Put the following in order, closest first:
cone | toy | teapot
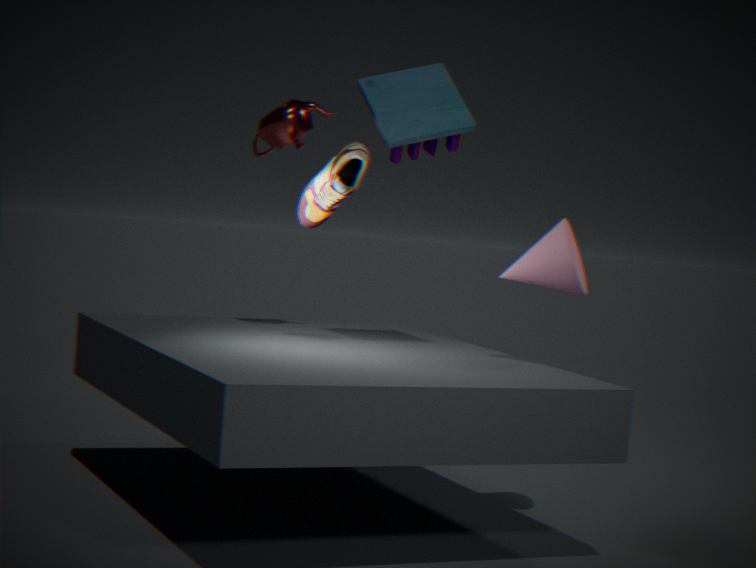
cone → toy → teapot
